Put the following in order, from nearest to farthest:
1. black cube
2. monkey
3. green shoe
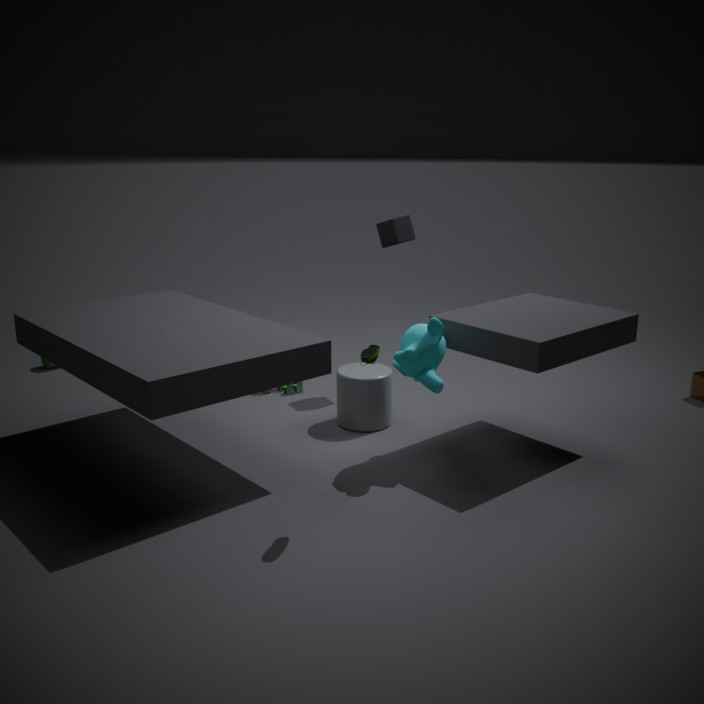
green shoe < monkey < black cube
